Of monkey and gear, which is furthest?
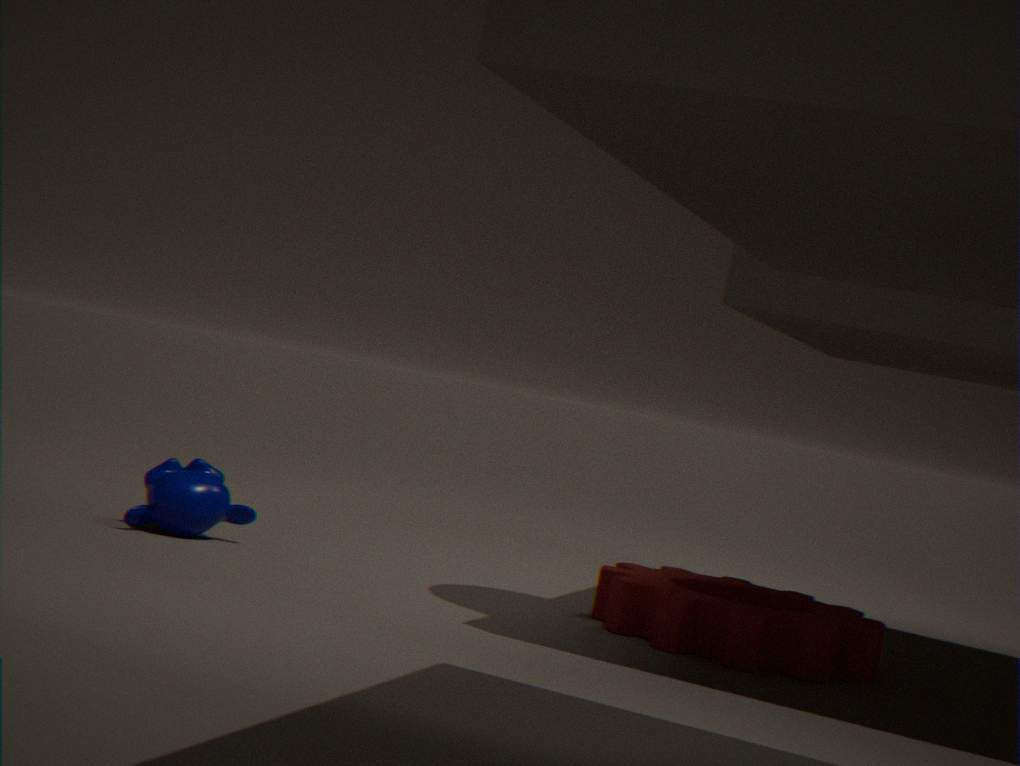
monkey
